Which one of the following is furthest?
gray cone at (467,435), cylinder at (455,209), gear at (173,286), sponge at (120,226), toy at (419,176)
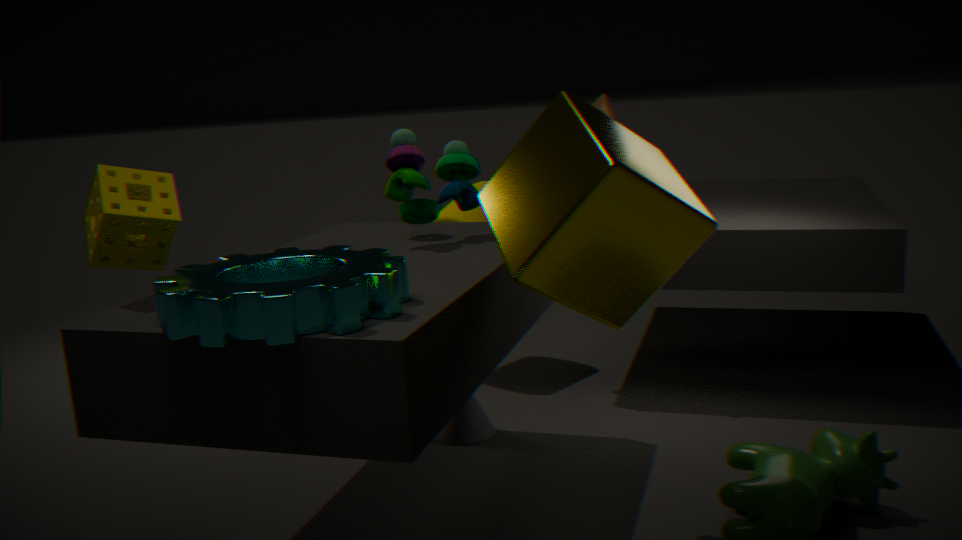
cylinder at (455,209)
